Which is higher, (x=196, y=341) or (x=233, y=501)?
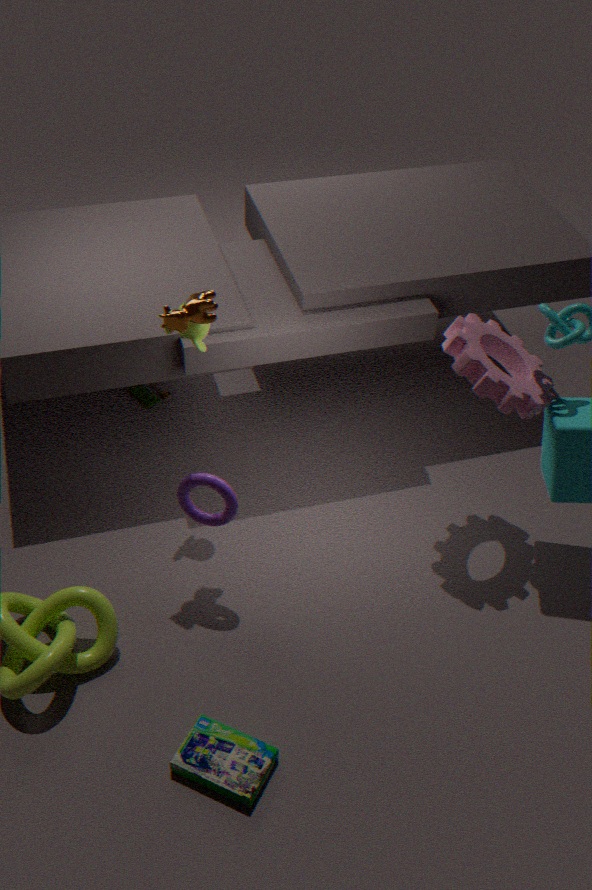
(x=196, y=341)
